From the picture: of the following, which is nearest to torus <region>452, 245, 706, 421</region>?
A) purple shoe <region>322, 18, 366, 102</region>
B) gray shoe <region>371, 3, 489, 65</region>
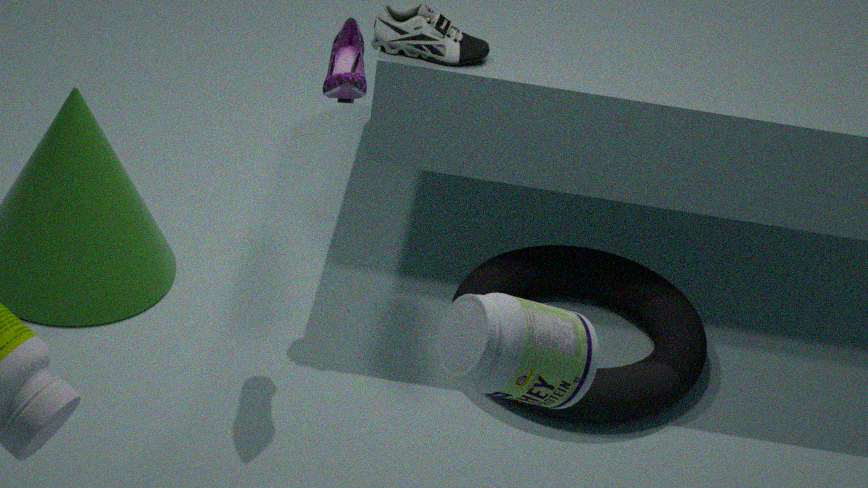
gray shoe <region>371, 3, 489, 65</region>
